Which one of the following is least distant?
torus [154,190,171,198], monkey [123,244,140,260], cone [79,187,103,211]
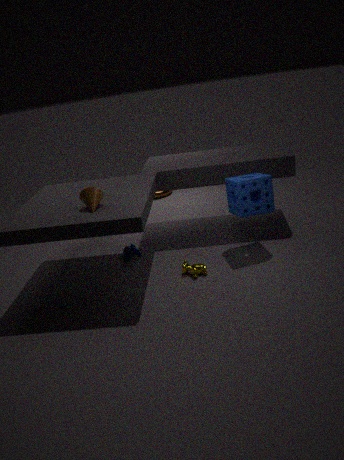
cone [79,187,103,211]
